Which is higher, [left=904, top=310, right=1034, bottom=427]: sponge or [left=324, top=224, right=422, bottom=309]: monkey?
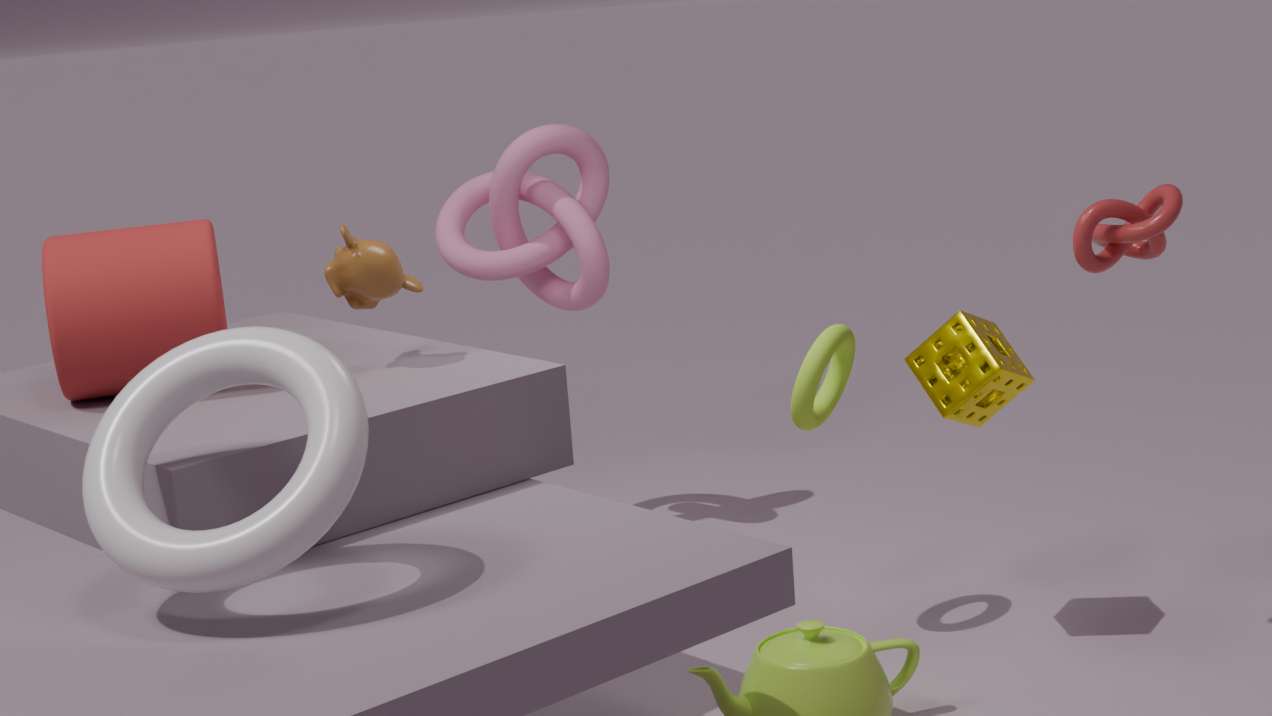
[left=324, top=224, right=422, bottom=309]: monkey
